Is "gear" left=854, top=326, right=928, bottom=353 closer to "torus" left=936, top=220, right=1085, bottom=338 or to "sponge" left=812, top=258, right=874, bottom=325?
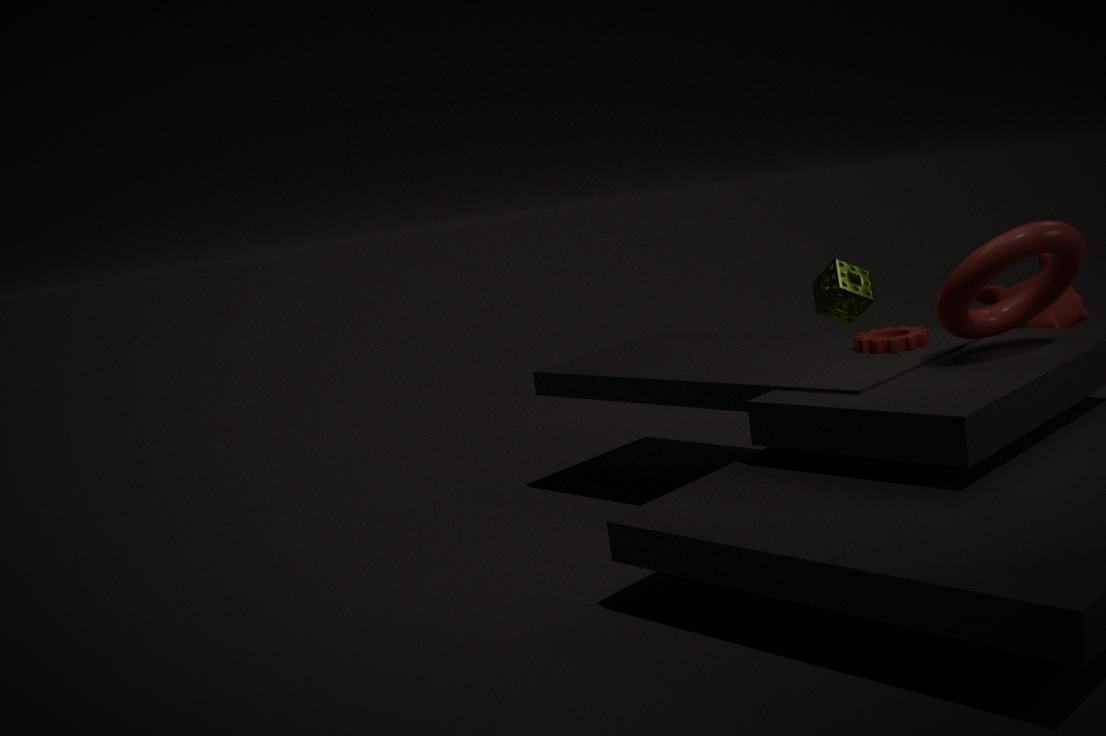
"torus" left=936, top=220, right=1085, bottom=338
